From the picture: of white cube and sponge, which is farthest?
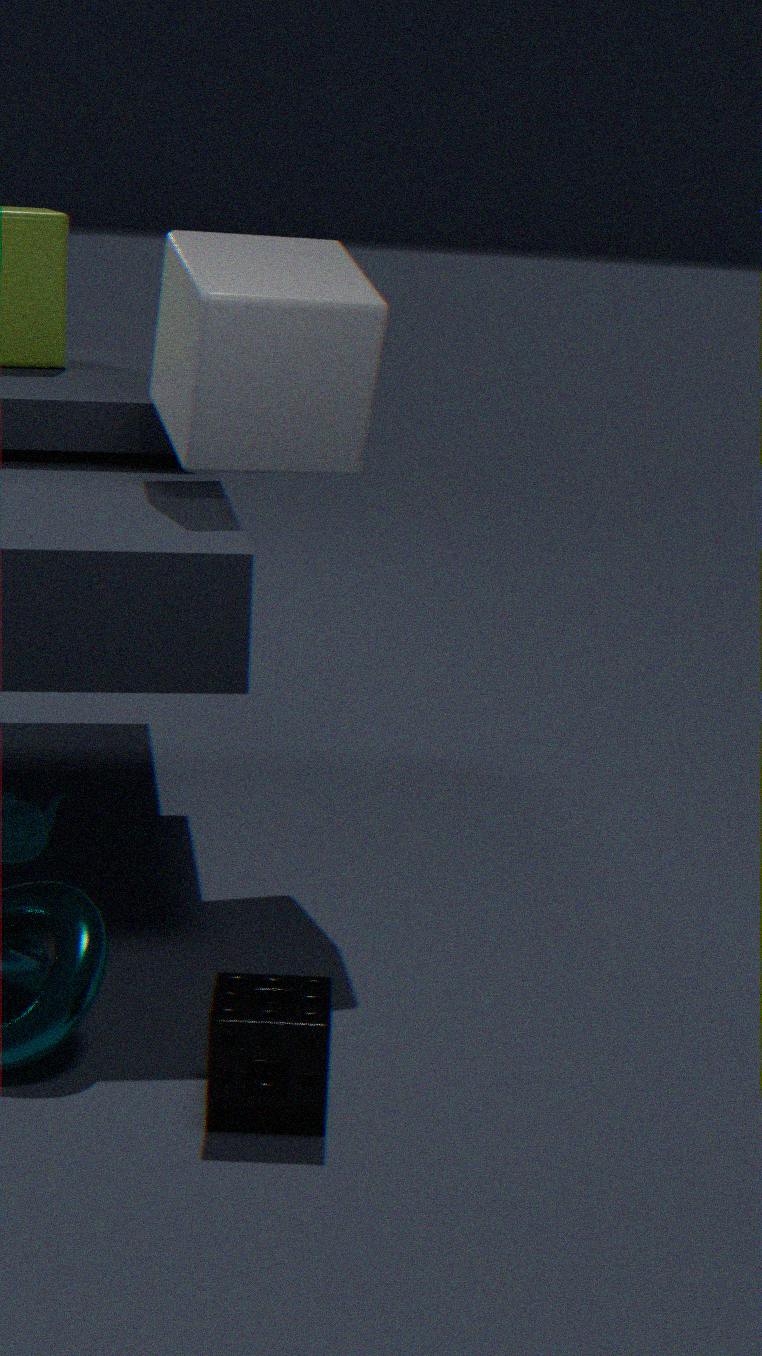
white cube
